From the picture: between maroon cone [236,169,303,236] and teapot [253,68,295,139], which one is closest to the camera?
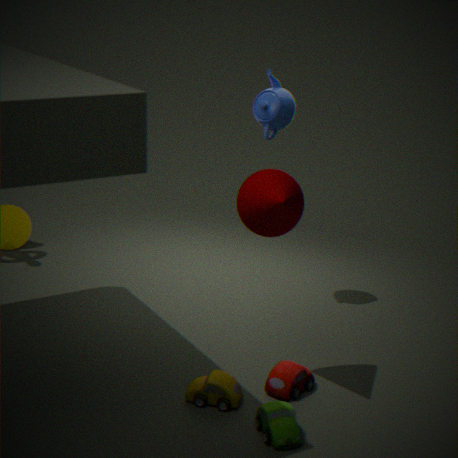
maroon cone [236,169,303,236]
